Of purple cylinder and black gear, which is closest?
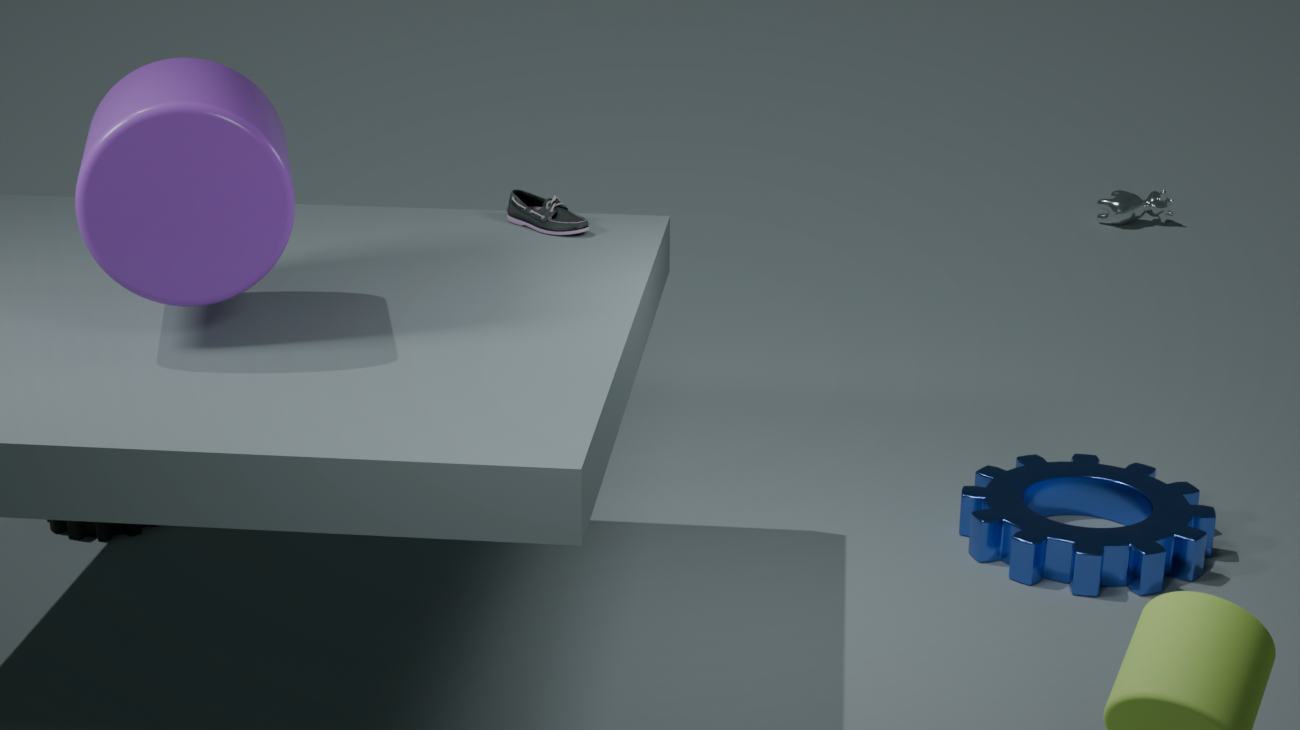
purple cylinder
